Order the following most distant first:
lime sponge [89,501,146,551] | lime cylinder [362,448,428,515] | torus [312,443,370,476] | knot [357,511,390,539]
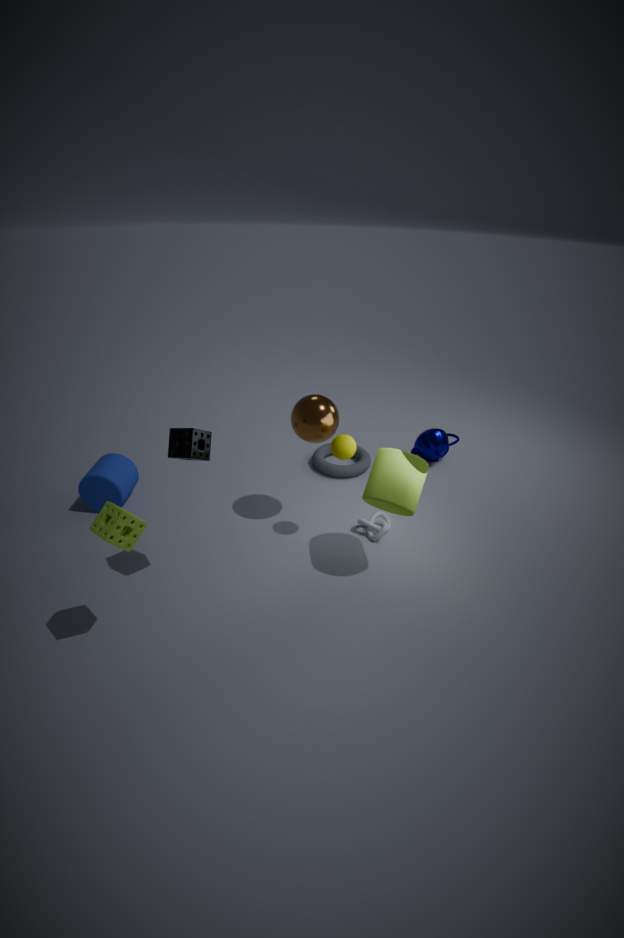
torus [312,443,370,476], knot [357,511,390,539], lime cylinder [362,448,428,515], lime sponge [89,501,146,551]
